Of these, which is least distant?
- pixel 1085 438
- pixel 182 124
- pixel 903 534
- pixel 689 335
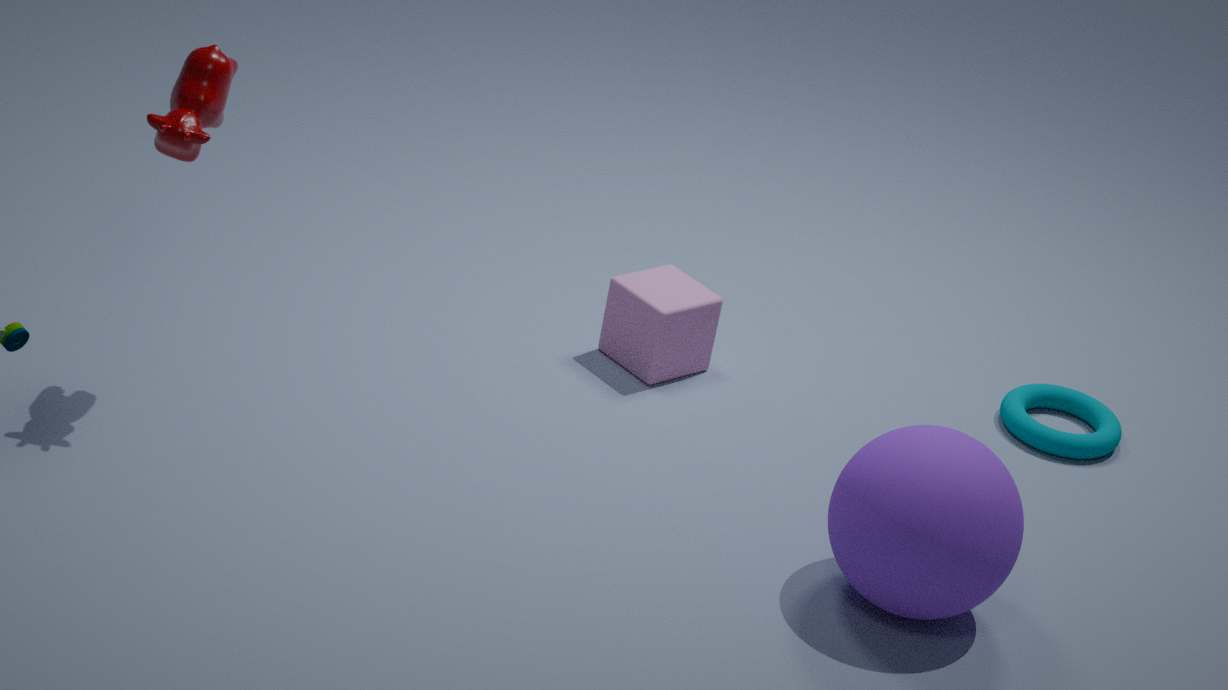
pixel 903 534
